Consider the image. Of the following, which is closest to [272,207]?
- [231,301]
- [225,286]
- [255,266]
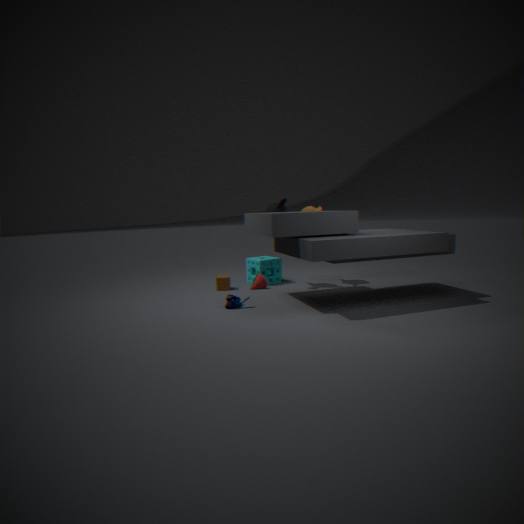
[255,266]
